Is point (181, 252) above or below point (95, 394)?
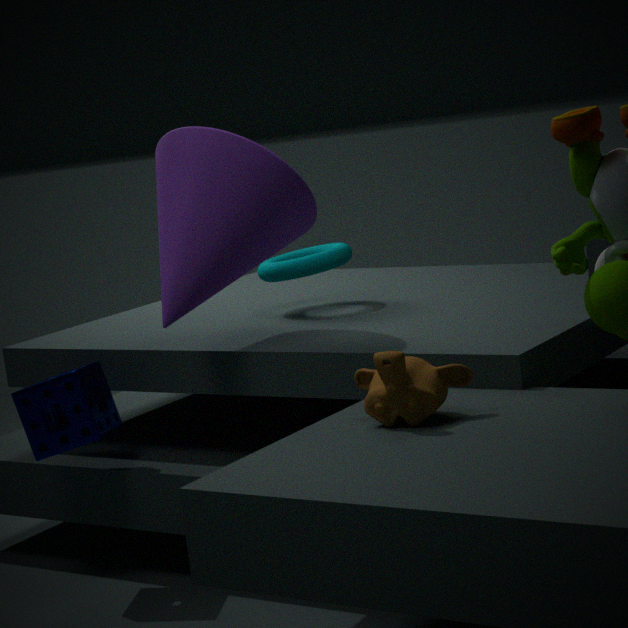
above
